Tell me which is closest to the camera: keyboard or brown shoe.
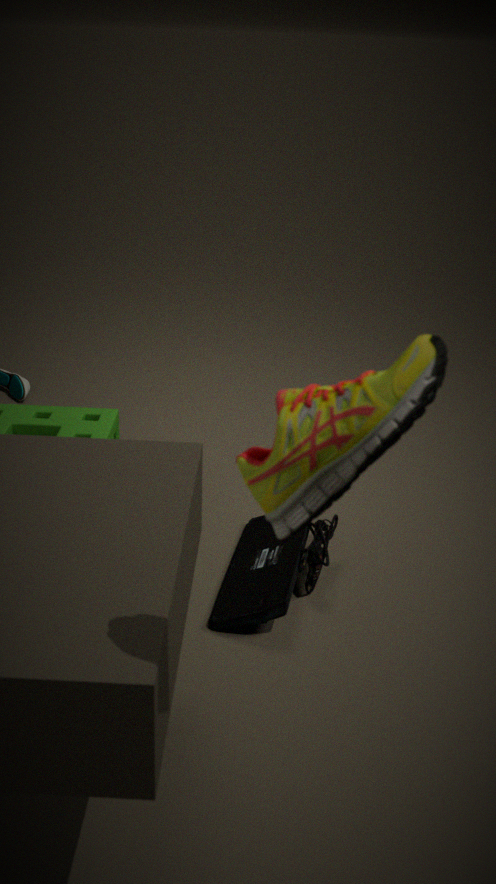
brown shoe
